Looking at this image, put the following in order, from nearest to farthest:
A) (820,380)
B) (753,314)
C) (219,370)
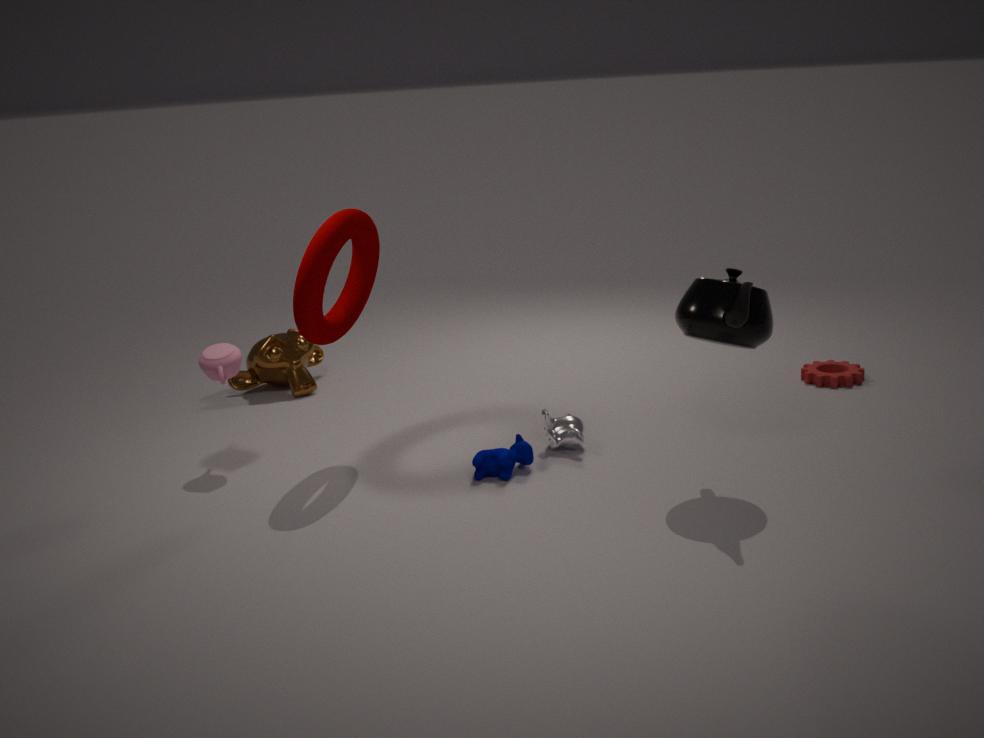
1. (753,314)
2. (219,370)
3. (820,380)
